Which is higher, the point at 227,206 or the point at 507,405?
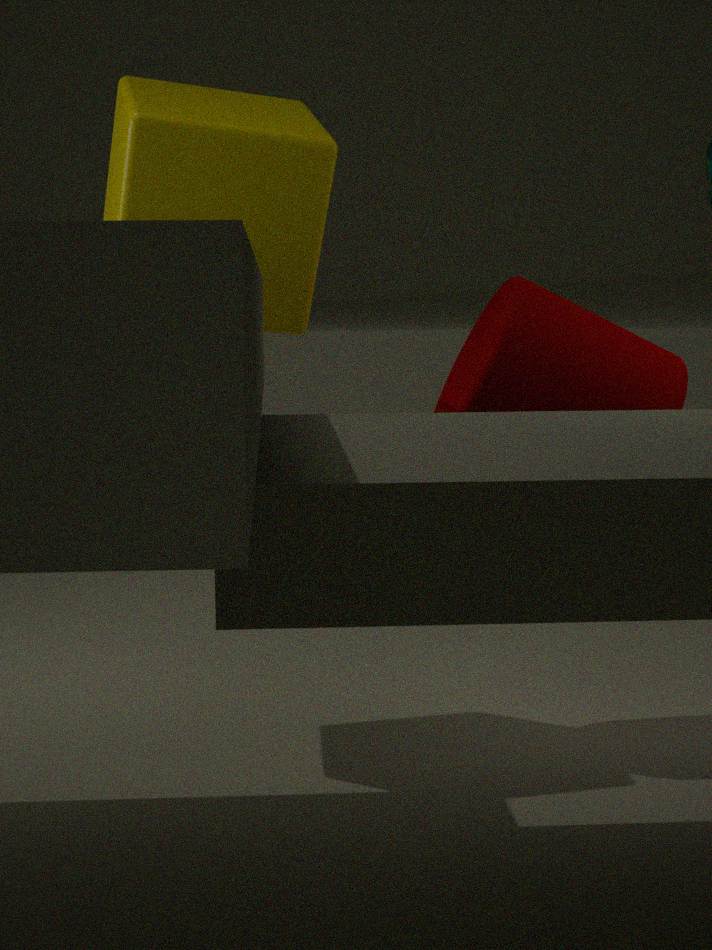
the point at 227,206
